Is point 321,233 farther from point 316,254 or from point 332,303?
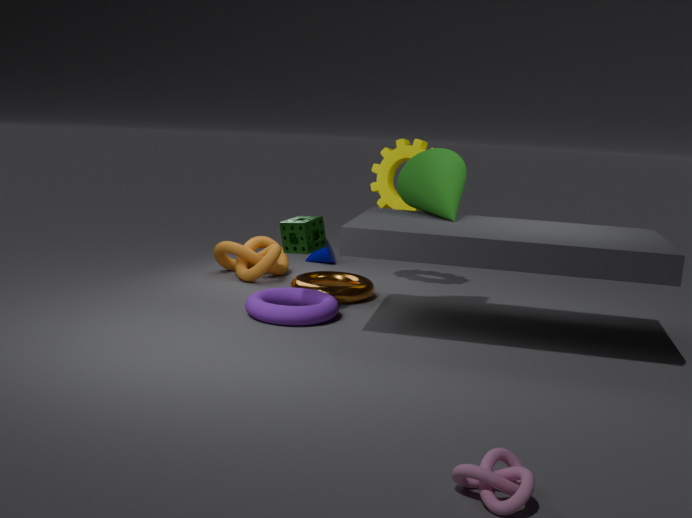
point 316,254
